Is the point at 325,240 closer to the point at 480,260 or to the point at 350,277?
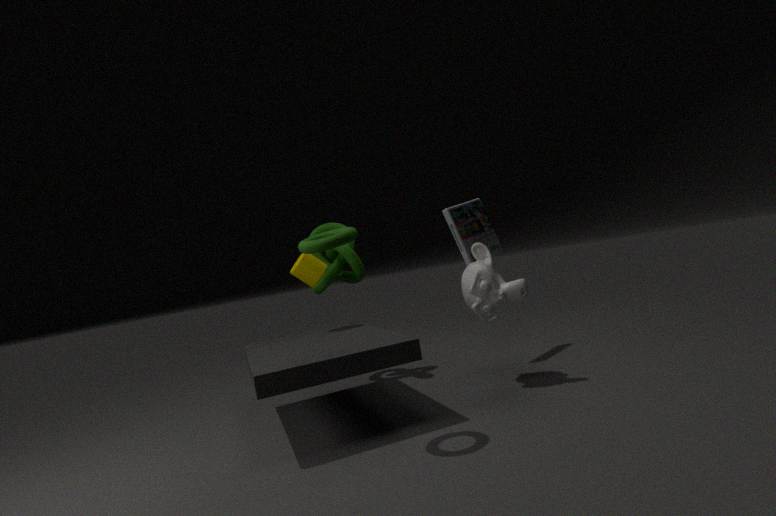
the point at 480,260
